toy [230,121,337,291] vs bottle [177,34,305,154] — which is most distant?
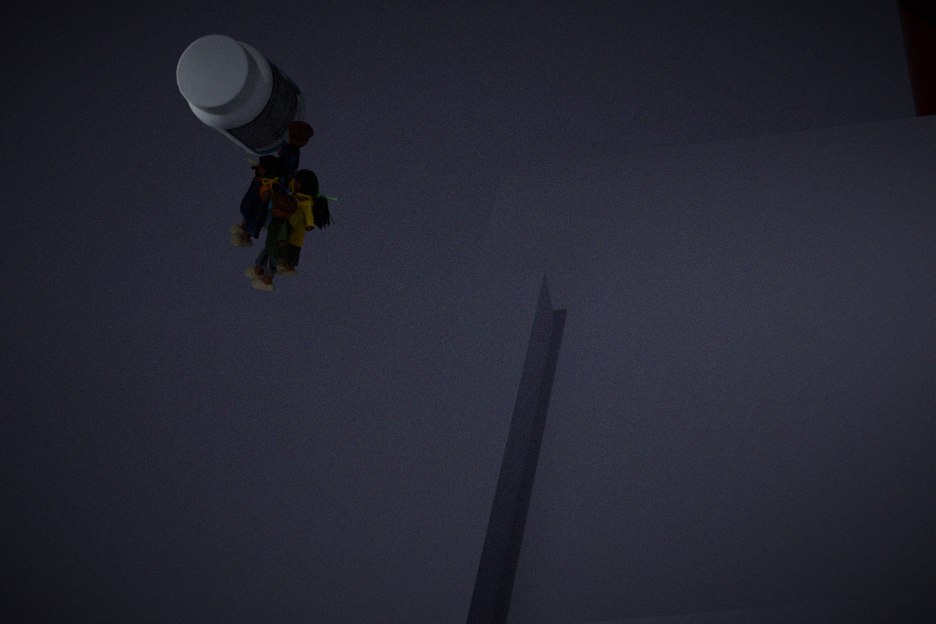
bottle [177,34,305,154]
